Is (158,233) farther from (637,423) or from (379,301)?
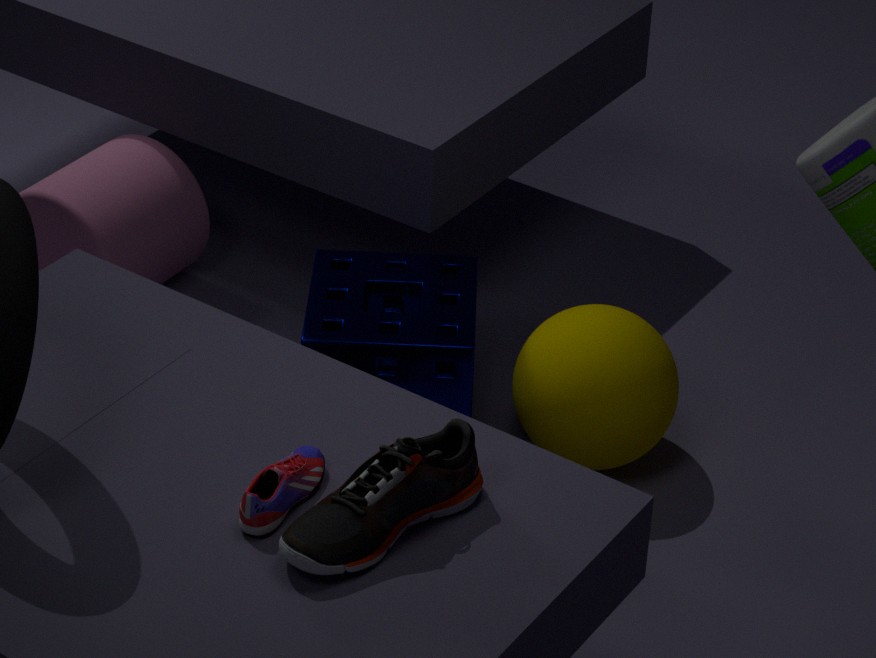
(637,423)
